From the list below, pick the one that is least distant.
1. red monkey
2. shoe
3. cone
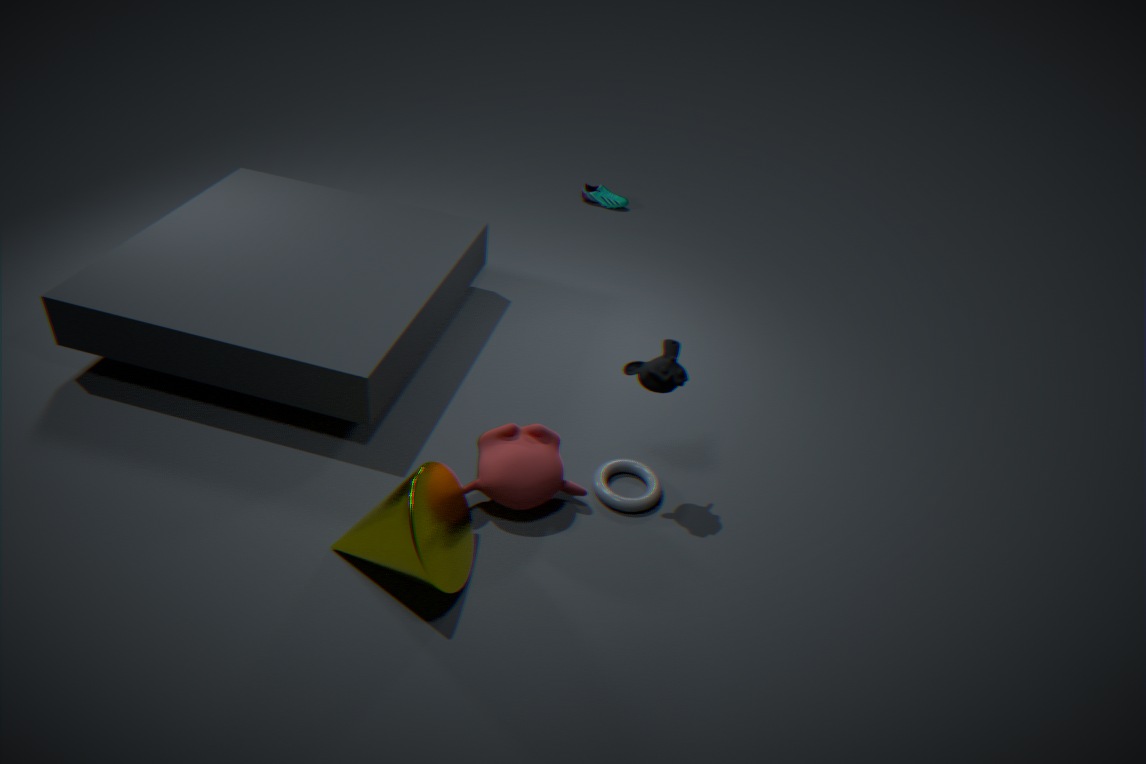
cone
